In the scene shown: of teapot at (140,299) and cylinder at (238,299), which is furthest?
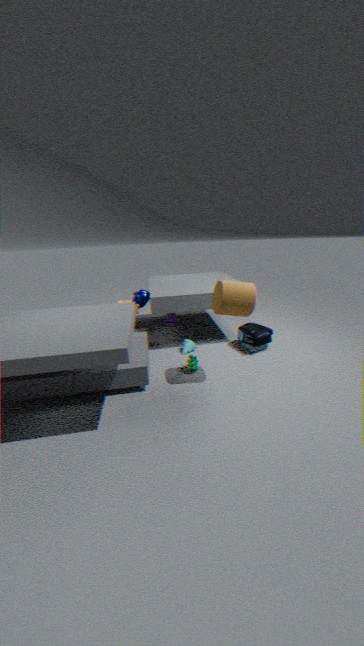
teapot at (140,299)
